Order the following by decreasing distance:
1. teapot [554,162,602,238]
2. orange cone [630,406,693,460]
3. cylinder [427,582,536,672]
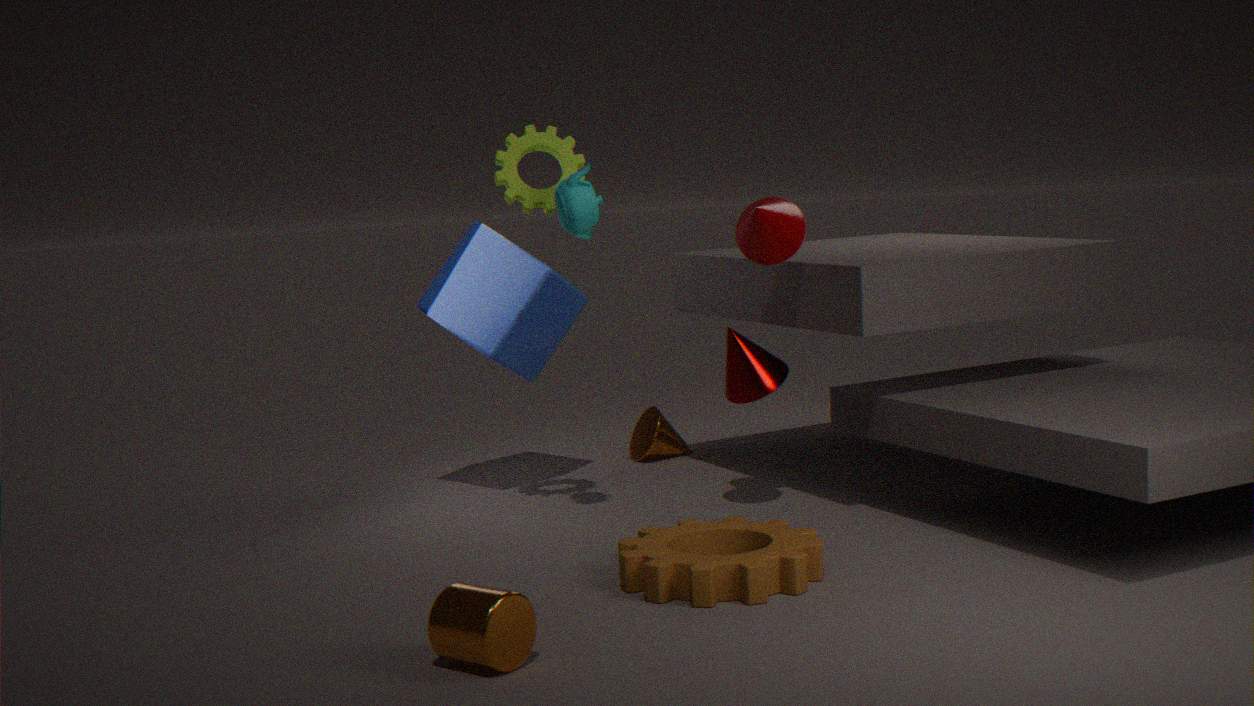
orange cone [630,406,693,460], teapot [554,162,602,238], cylinder [427,582,536,672]
